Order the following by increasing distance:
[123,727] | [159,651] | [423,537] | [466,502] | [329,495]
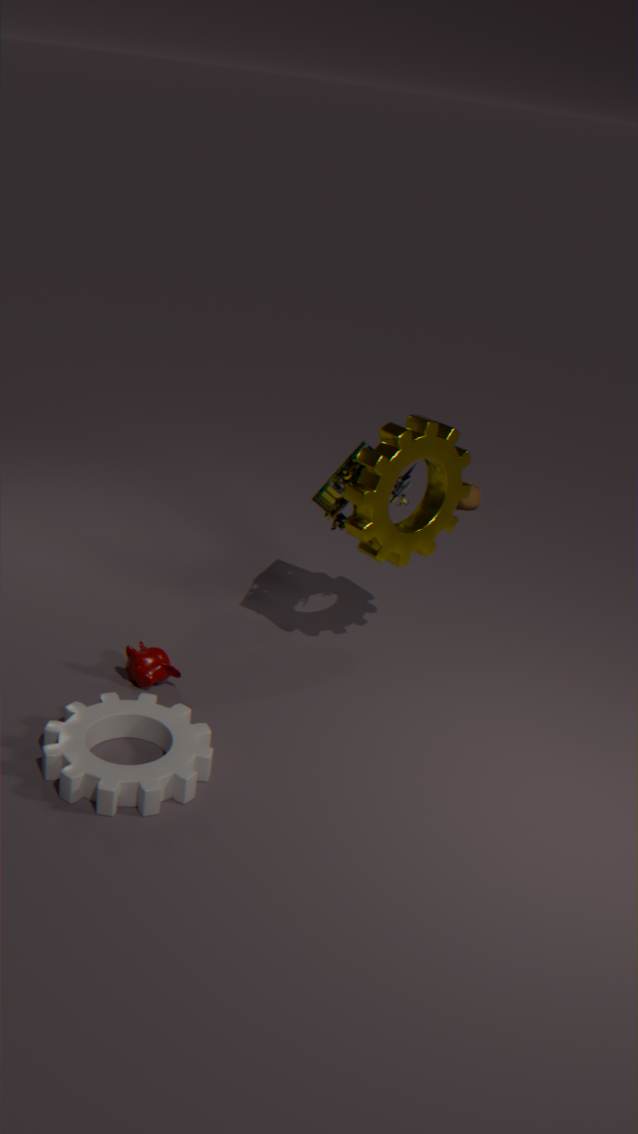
[123,727]
[329,495]
[159,651]
[423,537]
[466,502]
